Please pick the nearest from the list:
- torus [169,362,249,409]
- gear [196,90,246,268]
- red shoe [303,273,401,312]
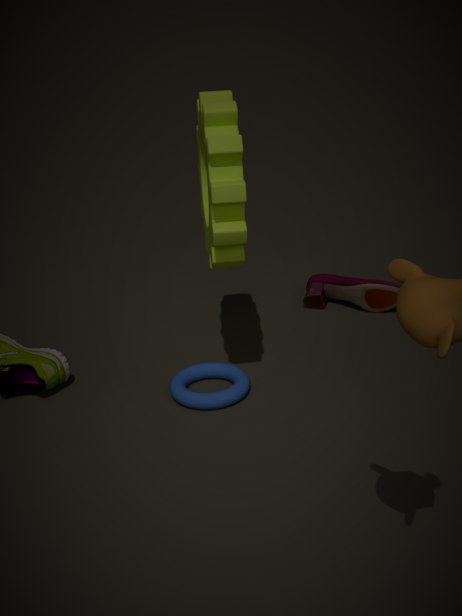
gear [196,90,246,268]
